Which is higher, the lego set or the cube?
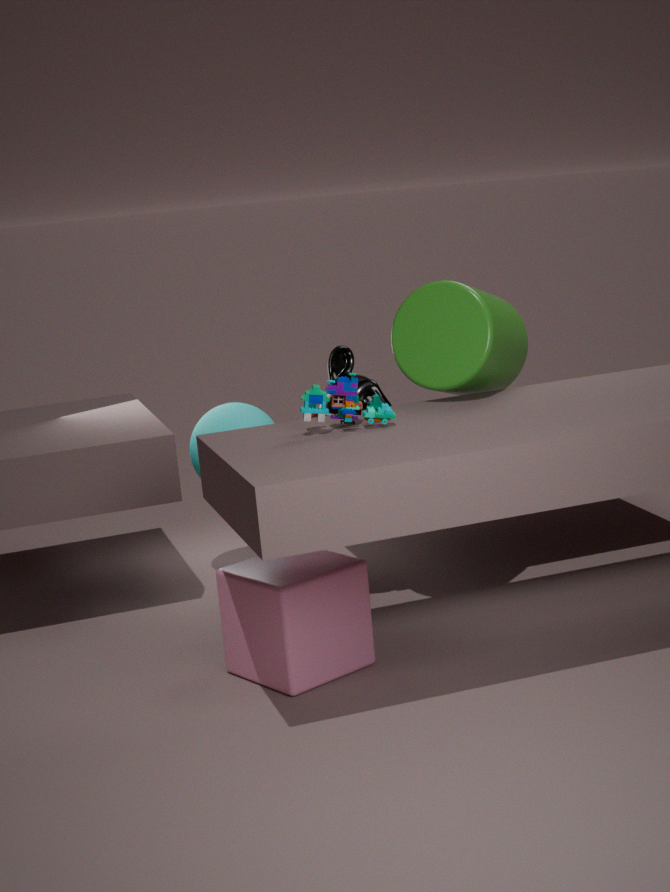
the lego set
